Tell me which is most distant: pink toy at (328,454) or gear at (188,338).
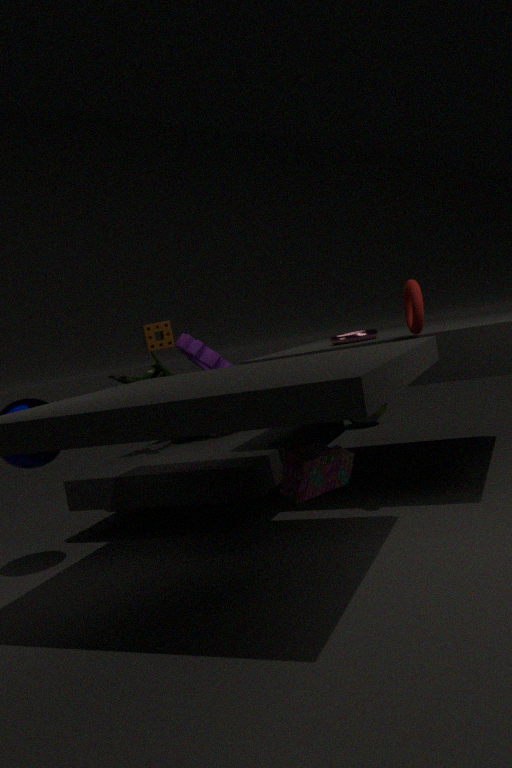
gear at (188,338)
